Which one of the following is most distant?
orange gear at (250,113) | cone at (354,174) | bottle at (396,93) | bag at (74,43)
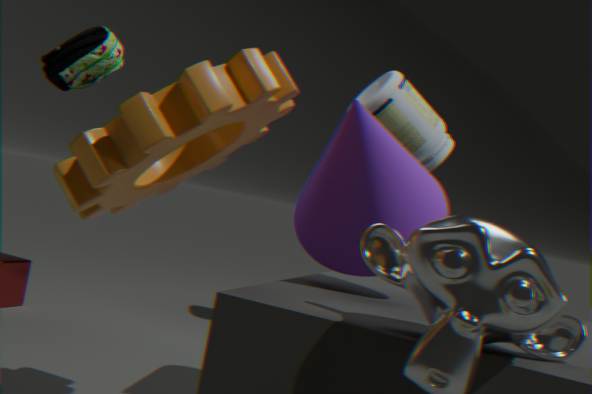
Answer: bottle at (396,93)
